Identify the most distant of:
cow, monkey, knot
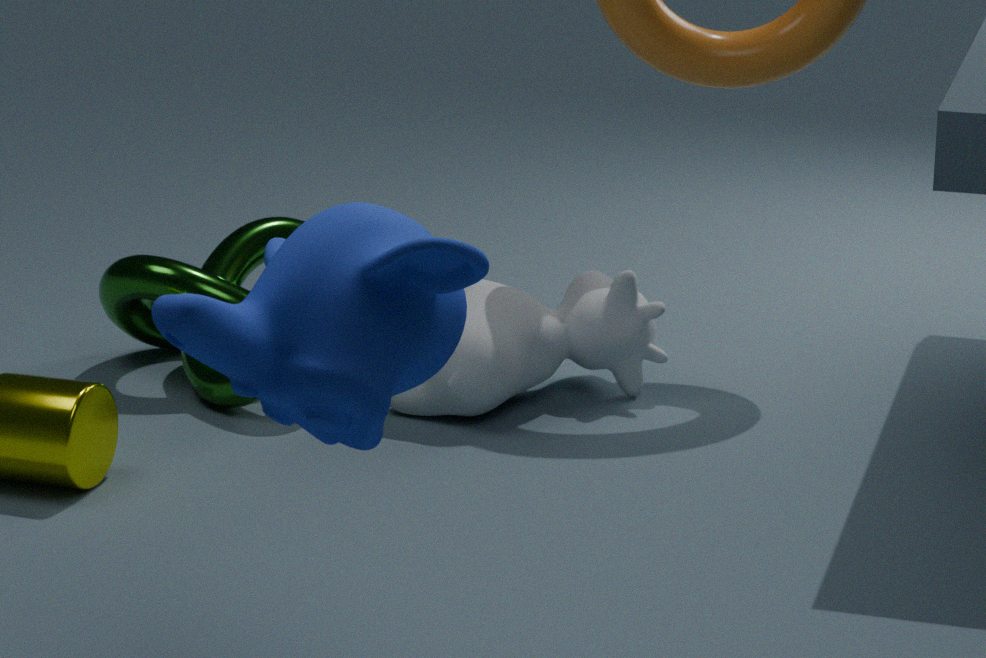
knot
